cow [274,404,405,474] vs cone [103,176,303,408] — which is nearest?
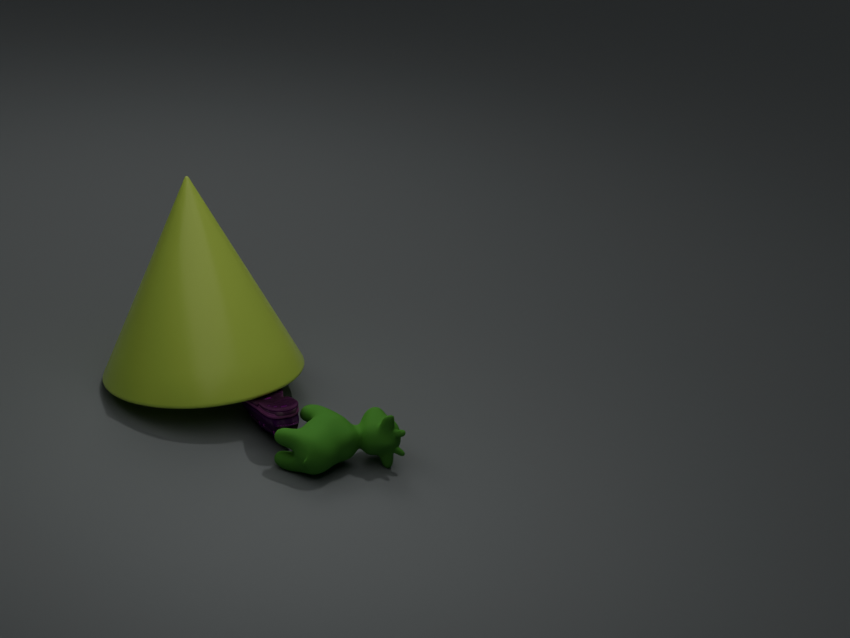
cow [274,404,405,474]
